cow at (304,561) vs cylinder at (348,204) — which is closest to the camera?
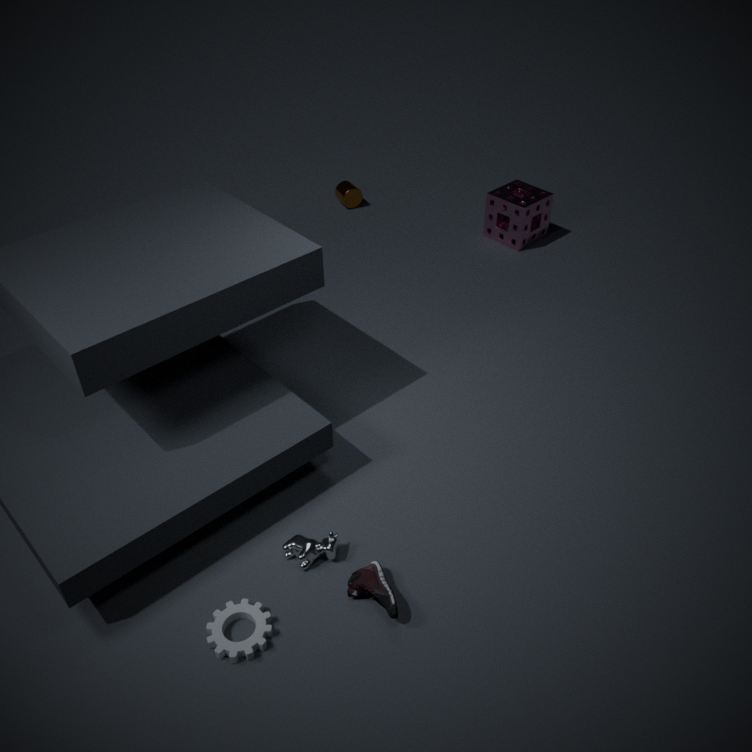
cow at (304,561)
